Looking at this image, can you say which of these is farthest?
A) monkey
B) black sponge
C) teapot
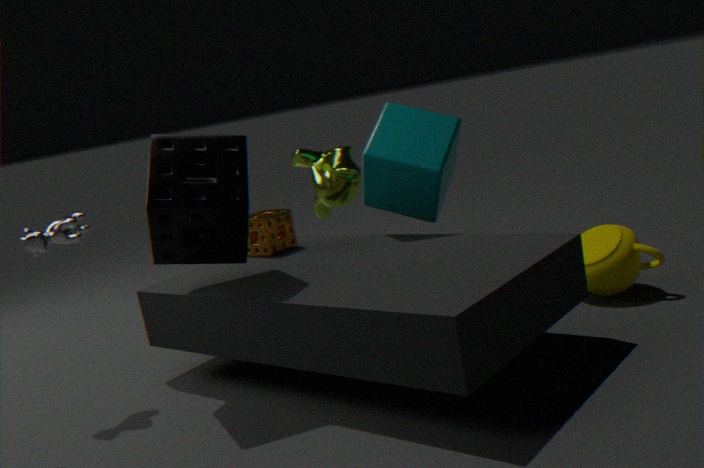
monkey
